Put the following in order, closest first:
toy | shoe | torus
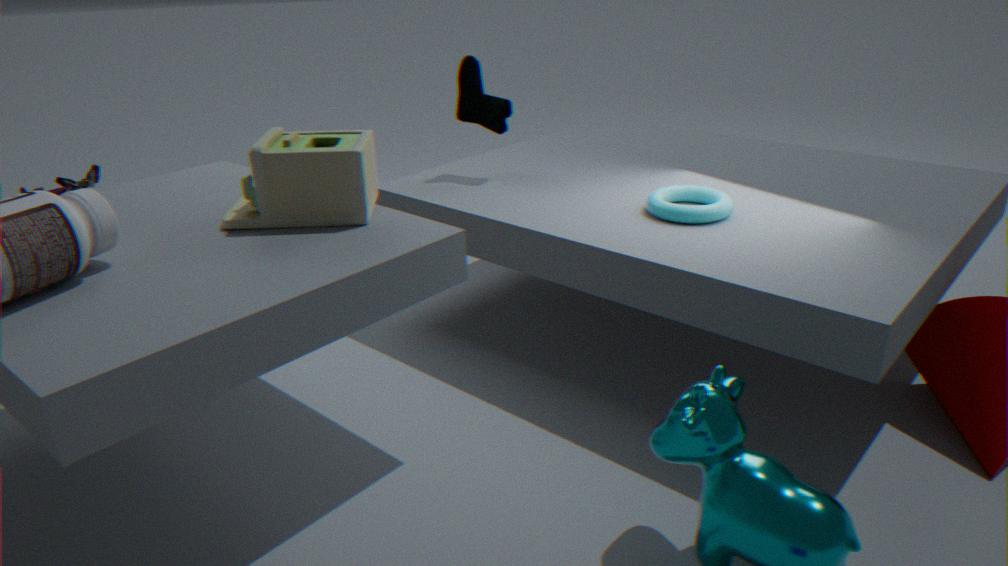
toy < torus < shoe
